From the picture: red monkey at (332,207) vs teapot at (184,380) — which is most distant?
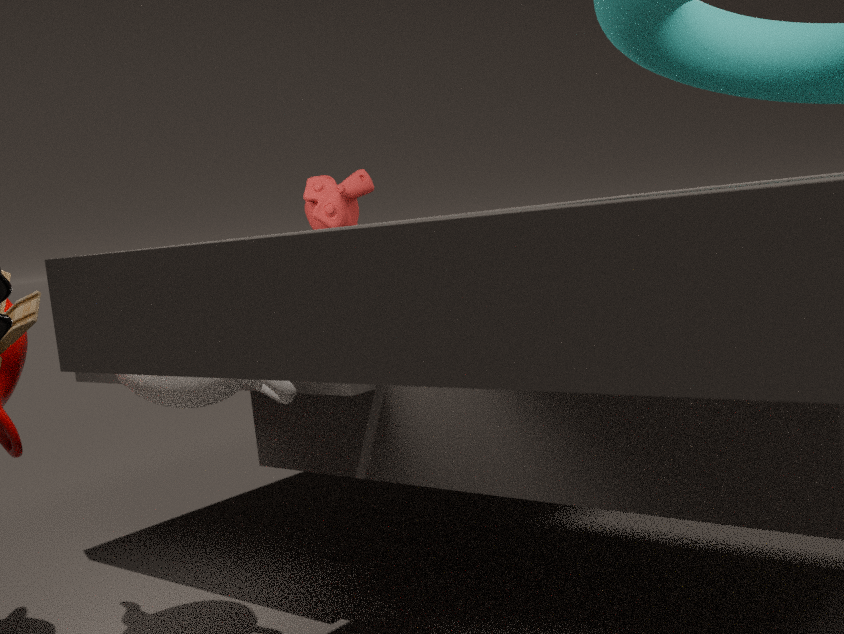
red monkey at (332,207)
